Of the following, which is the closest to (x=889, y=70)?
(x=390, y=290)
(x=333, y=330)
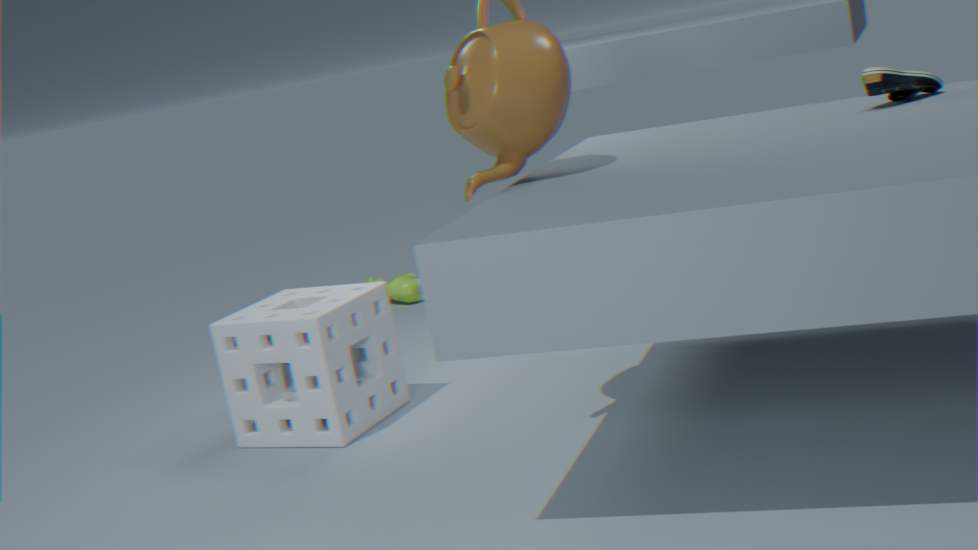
(x=333, y=330)
